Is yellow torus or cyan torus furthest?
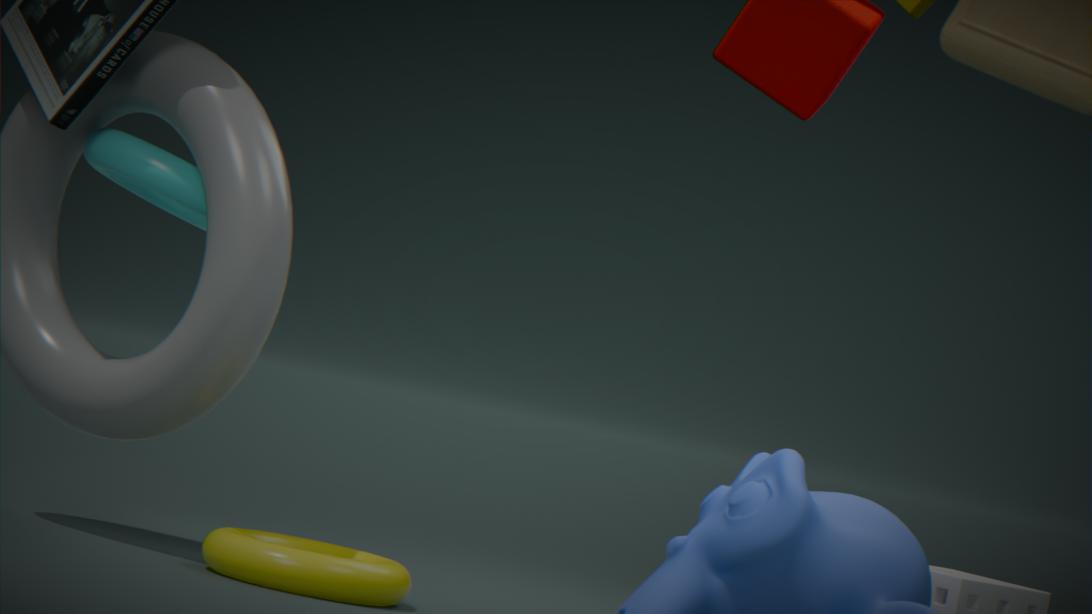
cyan torus
